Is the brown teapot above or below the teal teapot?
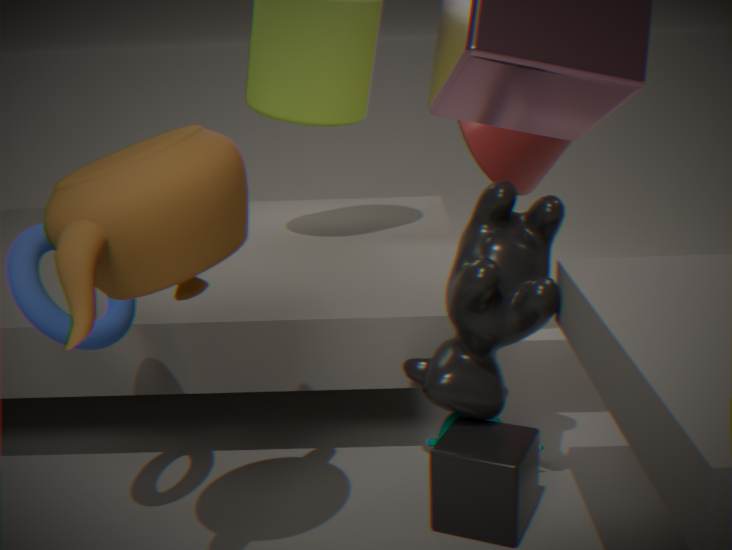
above
